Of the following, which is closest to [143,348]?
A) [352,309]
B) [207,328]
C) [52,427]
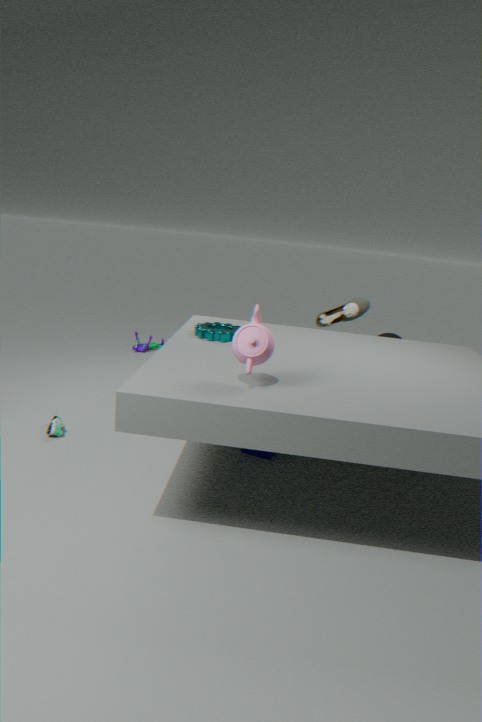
[352,309]
